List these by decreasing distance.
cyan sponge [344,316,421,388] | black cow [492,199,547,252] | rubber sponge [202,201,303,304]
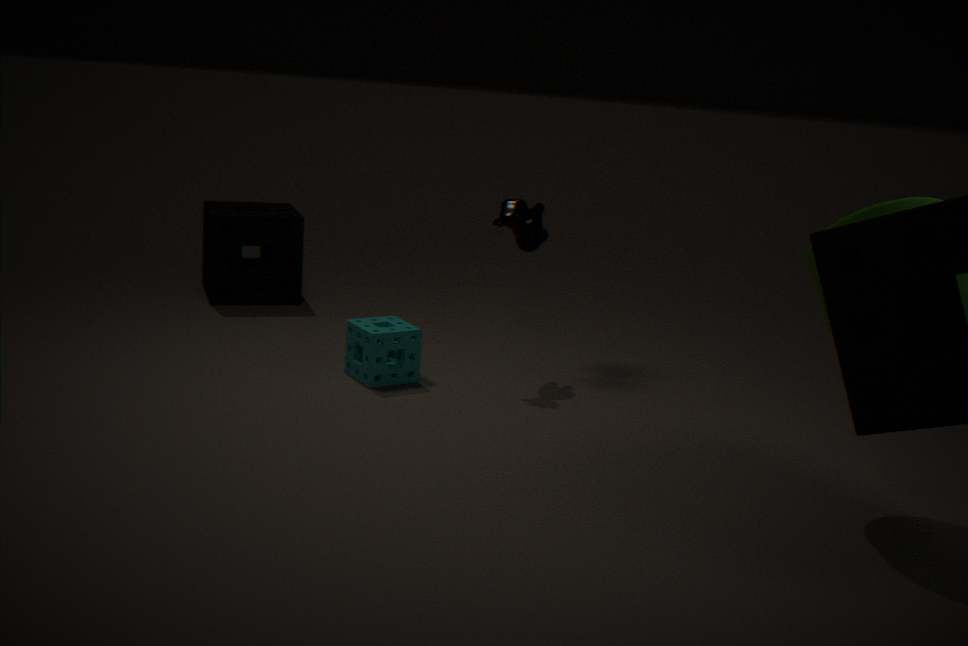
rubber sponge [202,201,303,304] < black cow [492,199,547,252] < cyan sponge [344,316,421,388]
